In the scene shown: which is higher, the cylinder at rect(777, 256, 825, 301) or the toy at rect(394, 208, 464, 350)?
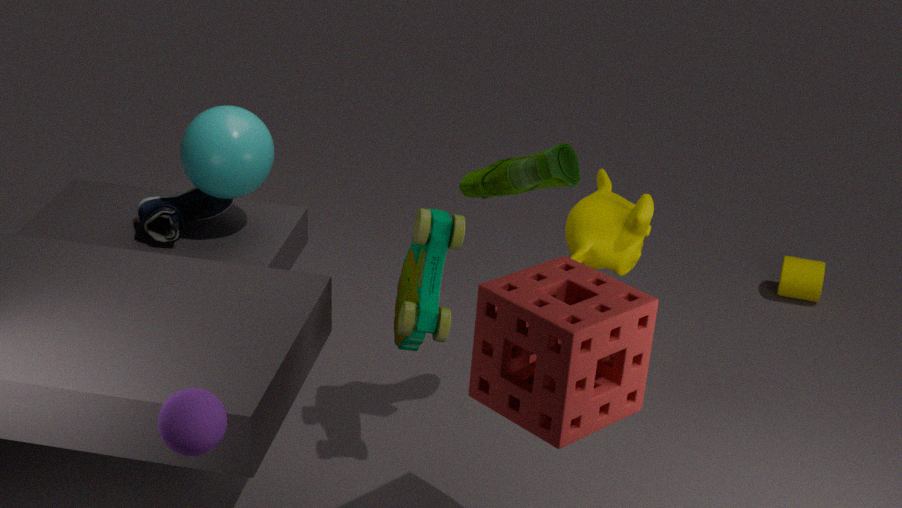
the toy at rect(394, 208, 464, 350)
